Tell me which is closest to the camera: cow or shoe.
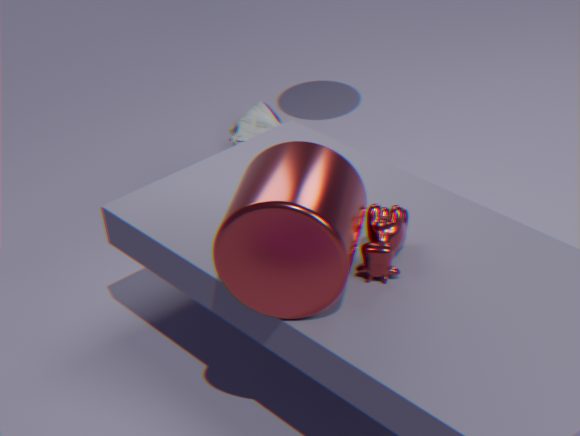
cow
